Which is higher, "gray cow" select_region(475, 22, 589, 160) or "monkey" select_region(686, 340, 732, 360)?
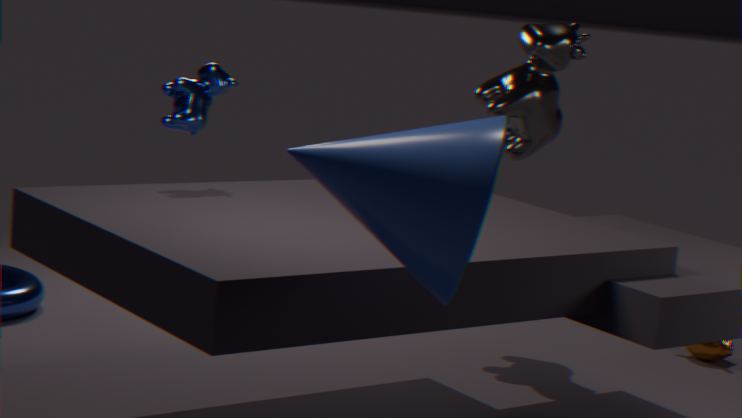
"gray cow" select_region(475, 22, 589, 160)
